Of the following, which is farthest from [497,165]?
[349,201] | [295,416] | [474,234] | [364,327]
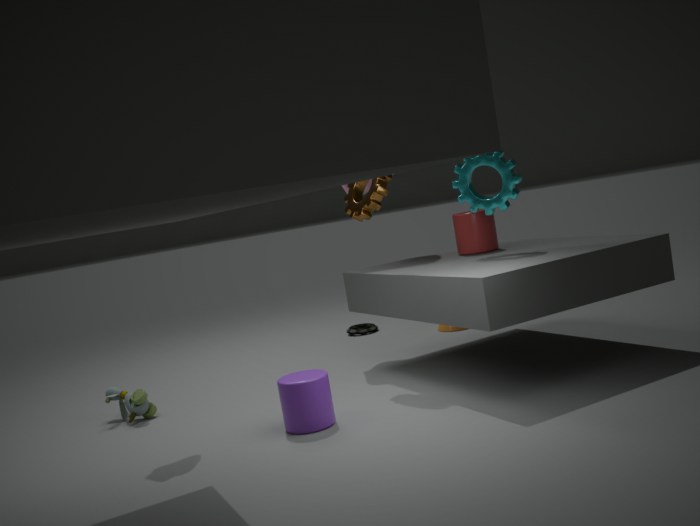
[364,327]
